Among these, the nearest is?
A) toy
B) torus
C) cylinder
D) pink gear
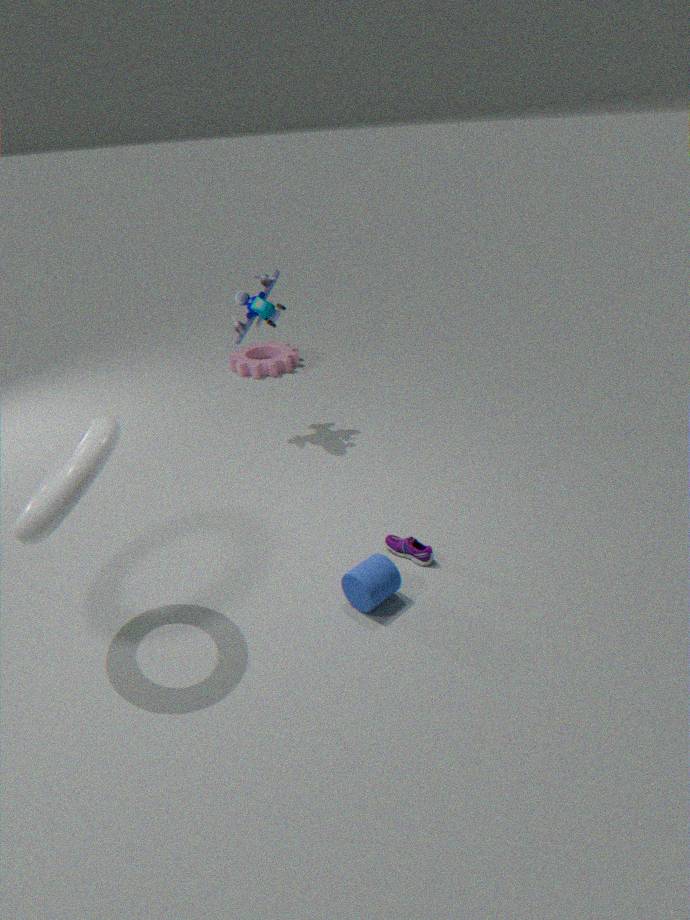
torus
